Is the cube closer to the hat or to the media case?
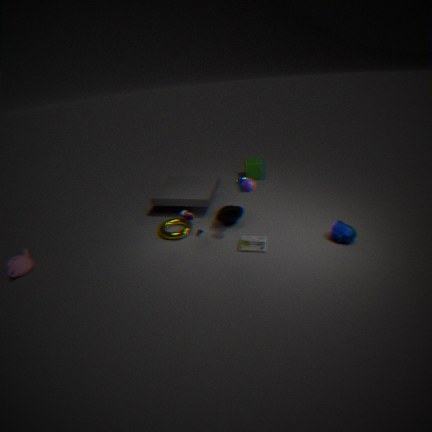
the hat
